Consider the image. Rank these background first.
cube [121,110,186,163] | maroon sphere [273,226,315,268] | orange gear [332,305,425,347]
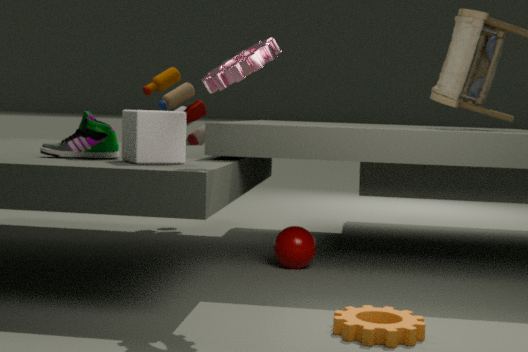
maroon sphere [273,226,315,268], cube [121,110,186,163], orange gear [332,305,425,347]
